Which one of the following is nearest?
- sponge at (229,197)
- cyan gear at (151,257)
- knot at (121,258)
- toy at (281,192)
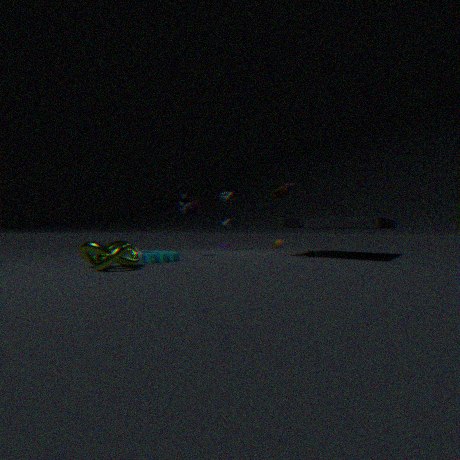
knot at (121,258)
